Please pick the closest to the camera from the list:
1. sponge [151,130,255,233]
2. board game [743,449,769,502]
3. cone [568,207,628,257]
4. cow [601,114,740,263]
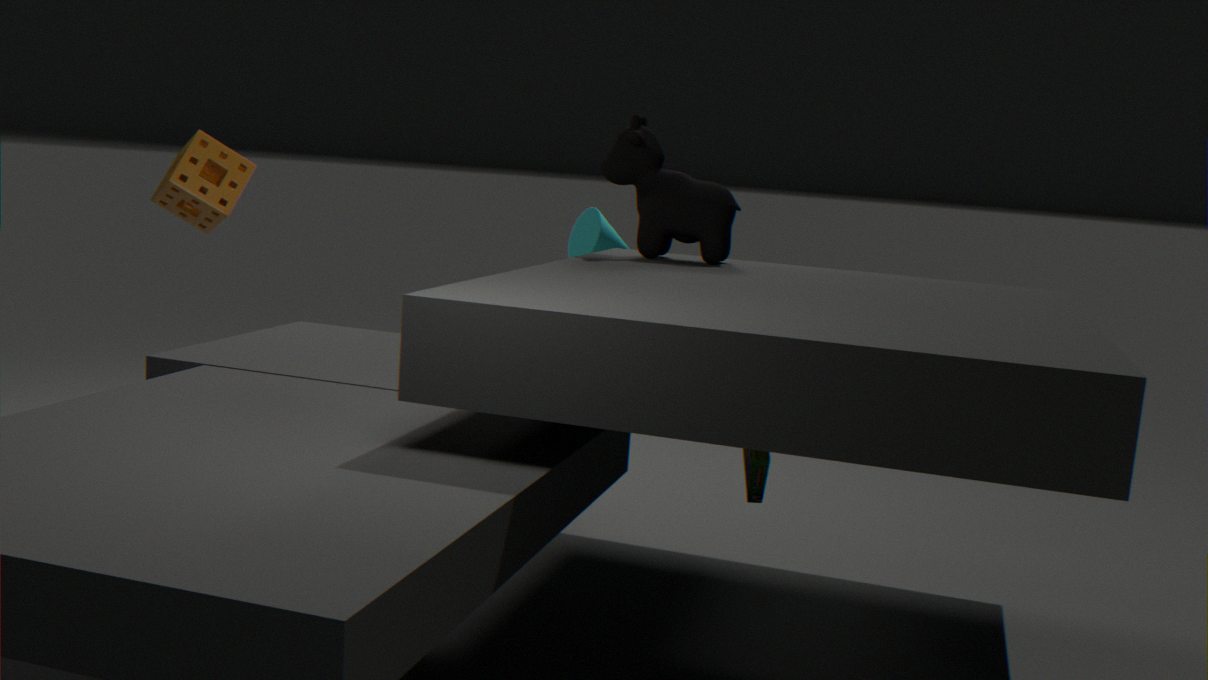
board game [743,449,769,502]
